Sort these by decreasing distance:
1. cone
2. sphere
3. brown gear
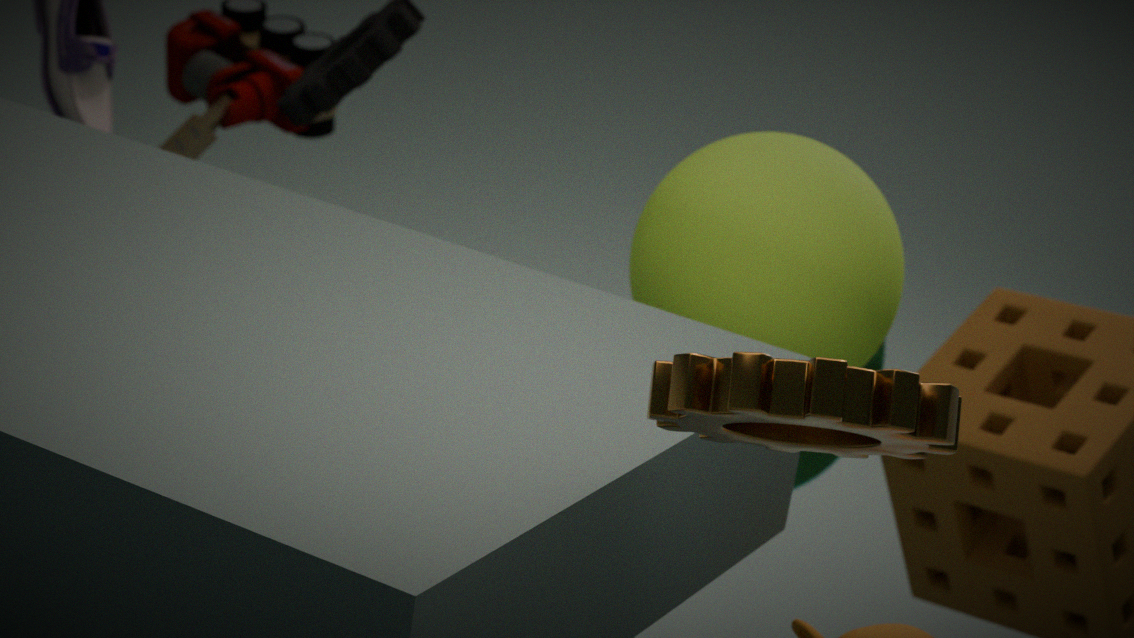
1. cone
2. sphere
3. brown gear
